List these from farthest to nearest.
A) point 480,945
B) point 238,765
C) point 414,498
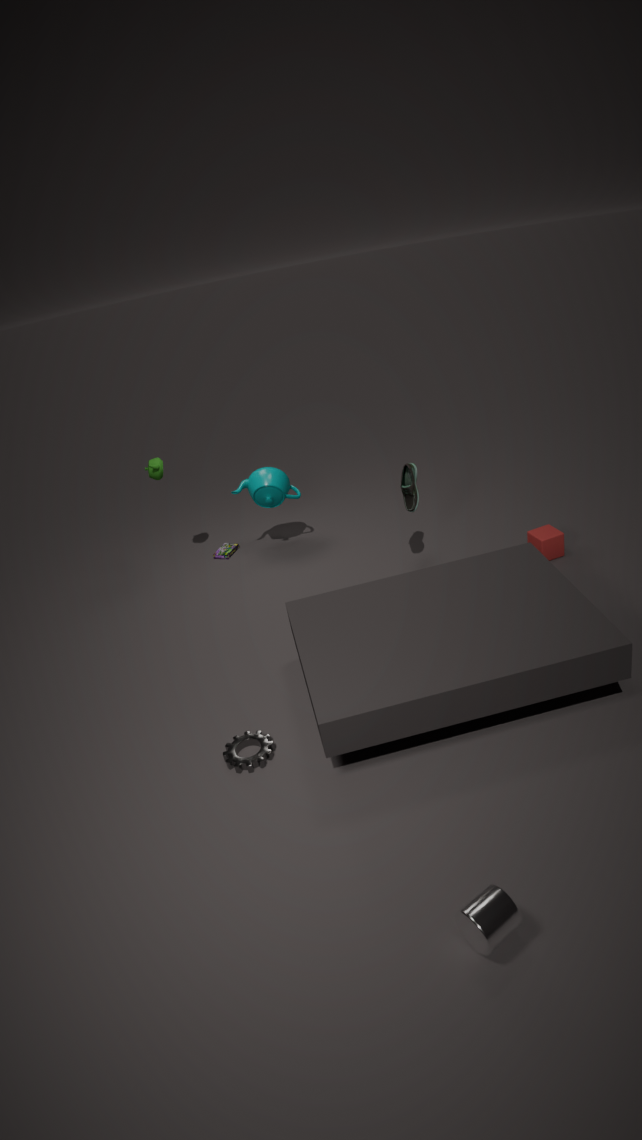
point 414,498 → point 238,765 → point 480,945
